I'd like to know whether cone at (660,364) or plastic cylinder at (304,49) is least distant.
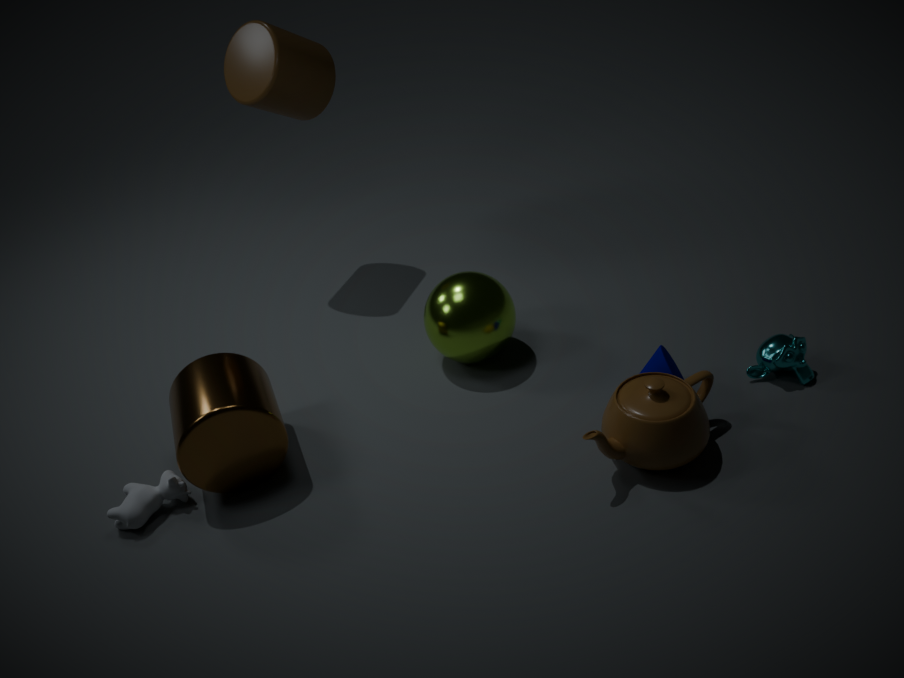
cone at (660,364)
